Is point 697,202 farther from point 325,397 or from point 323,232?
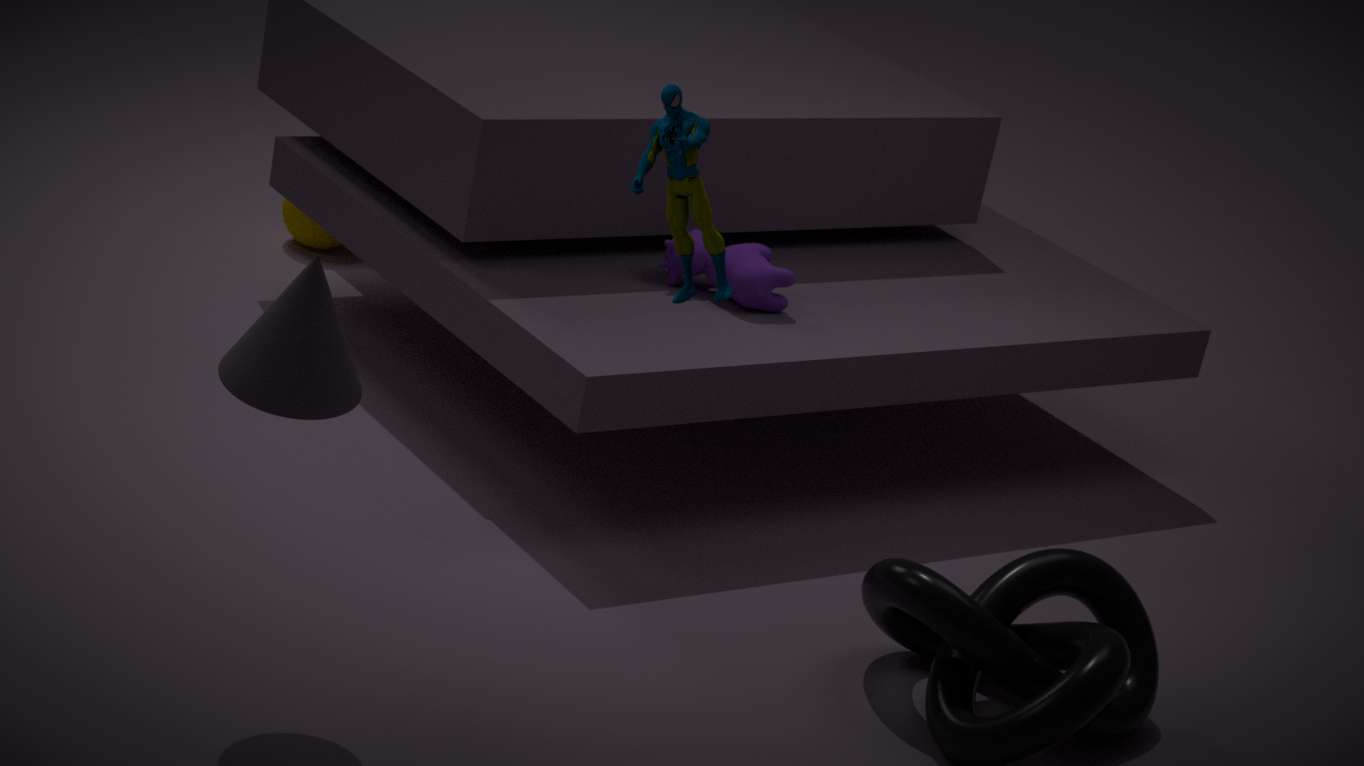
point 323,232
